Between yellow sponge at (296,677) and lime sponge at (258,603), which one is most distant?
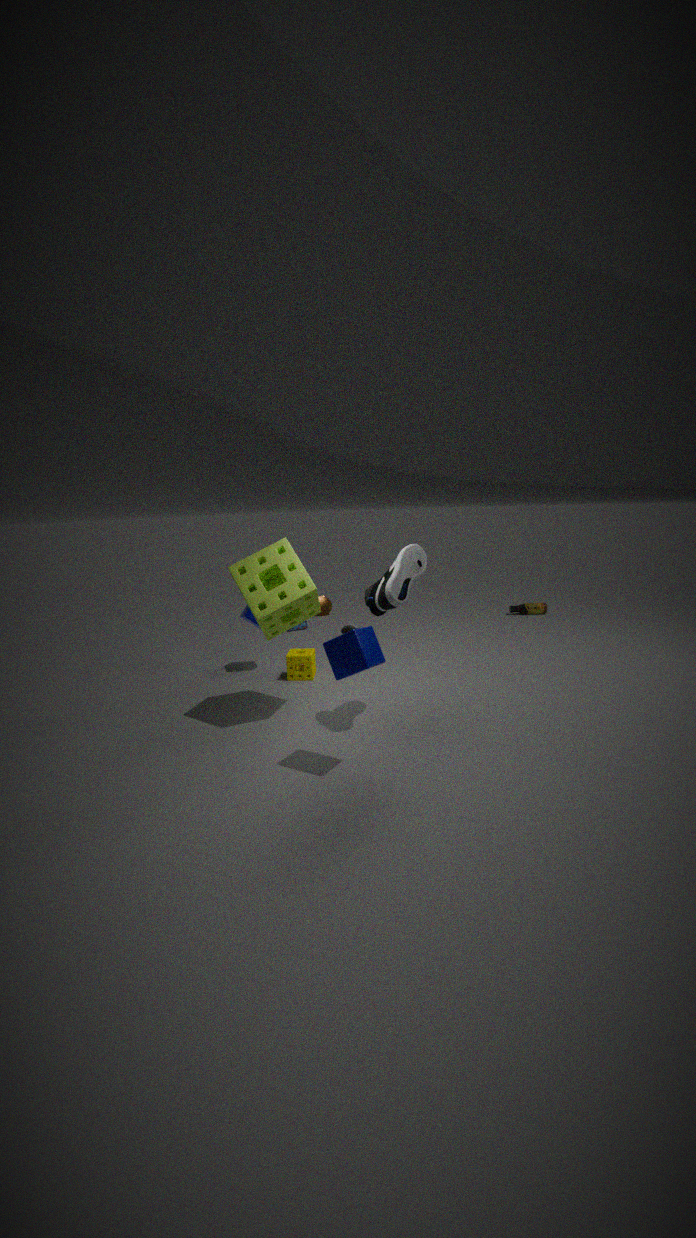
yellow sponge at (296,677)
